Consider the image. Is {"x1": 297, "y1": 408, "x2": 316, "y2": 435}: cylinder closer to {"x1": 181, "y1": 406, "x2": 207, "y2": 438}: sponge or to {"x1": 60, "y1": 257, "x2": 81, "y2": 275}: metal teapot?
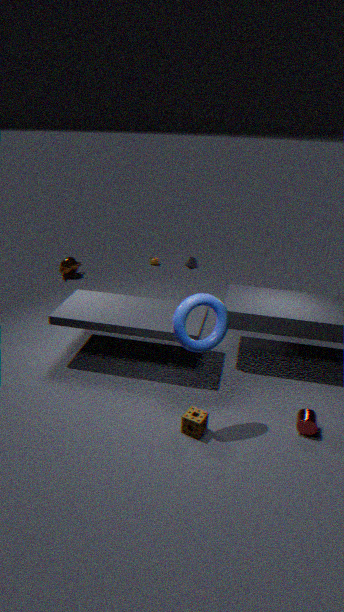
{"x1": 181, "y1": 406, "x2": 207, "y2": 438}: sponge
